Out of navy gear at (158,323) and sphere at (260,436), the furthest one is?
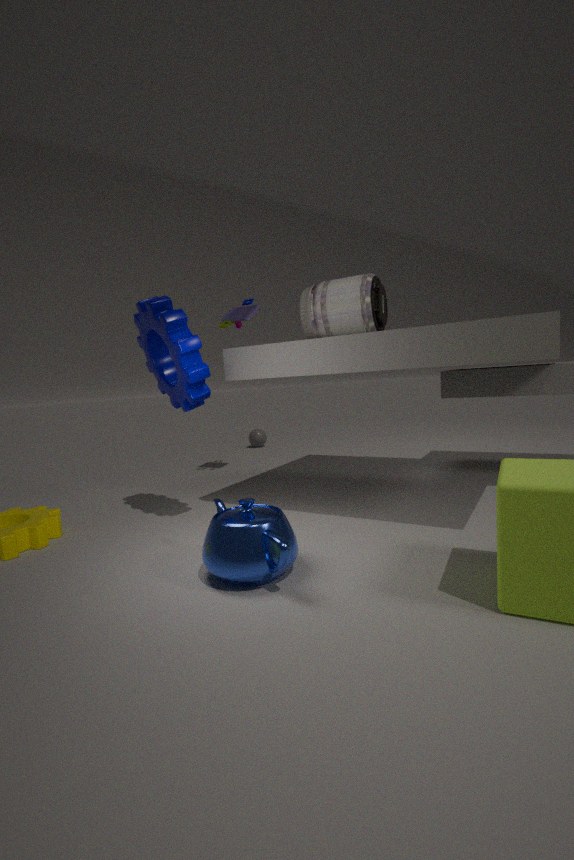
sphere at (260,436)
